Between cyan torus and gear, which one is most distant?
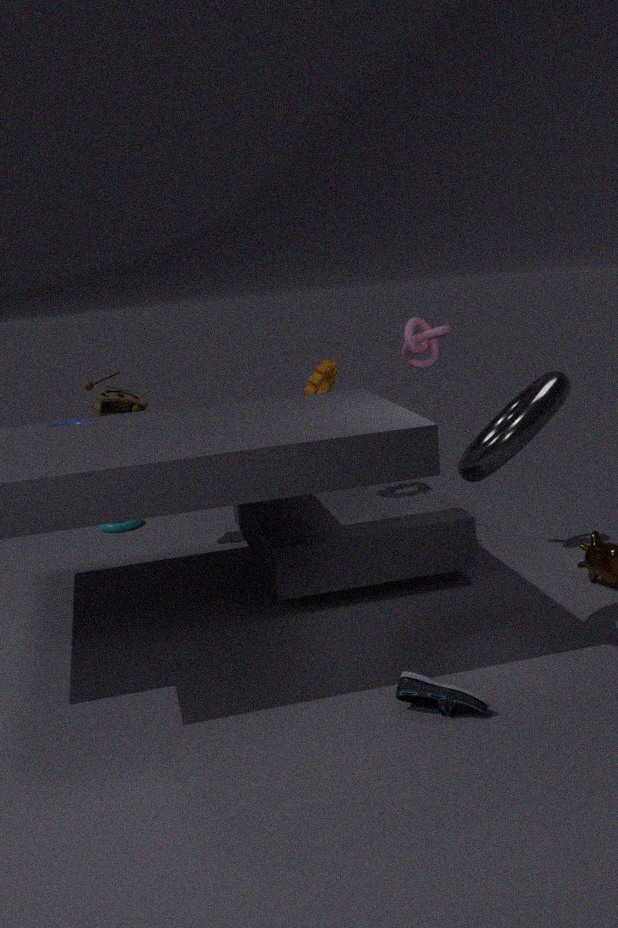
cyan torus
